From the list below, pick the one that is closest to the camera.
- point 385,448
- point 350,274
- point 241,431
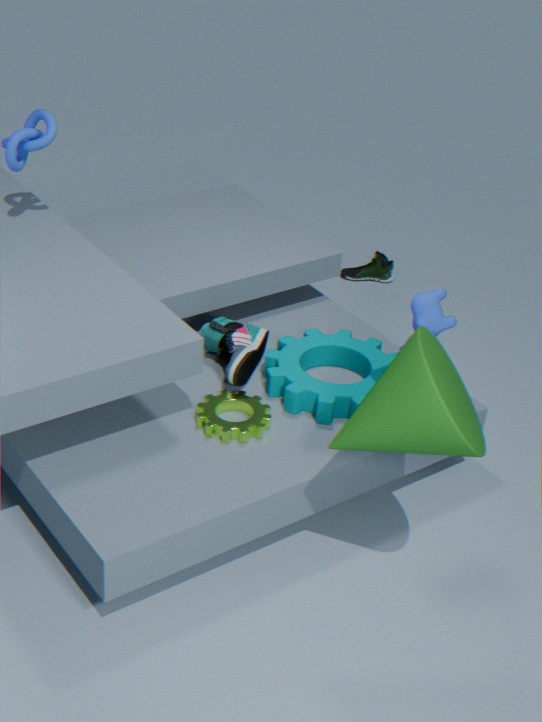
point 385,448
